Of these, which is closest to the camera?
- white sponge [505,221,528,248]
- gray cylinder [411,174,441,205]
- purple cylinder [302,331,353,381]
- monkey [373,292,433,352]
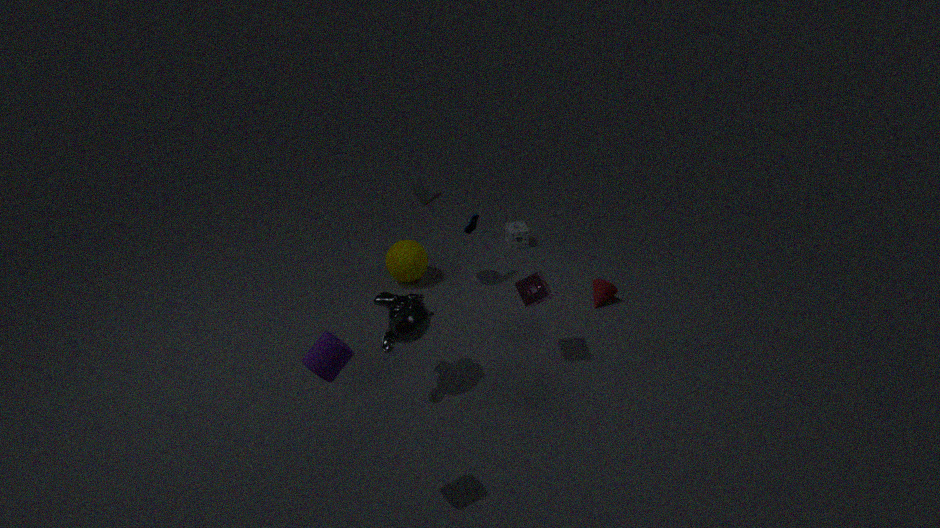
purple cylinder [302,331,353,381]
